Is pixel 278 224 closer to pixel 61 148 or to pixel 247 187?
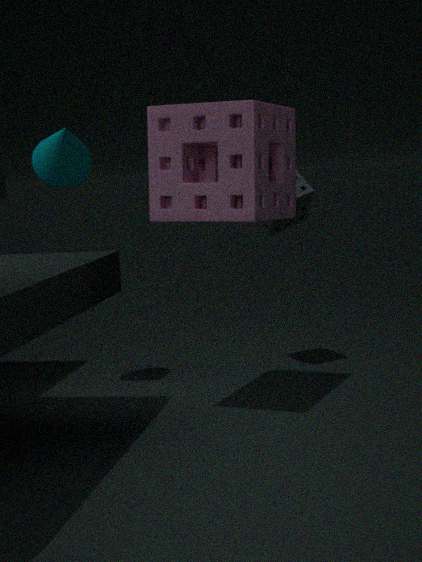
pixel 247 187
